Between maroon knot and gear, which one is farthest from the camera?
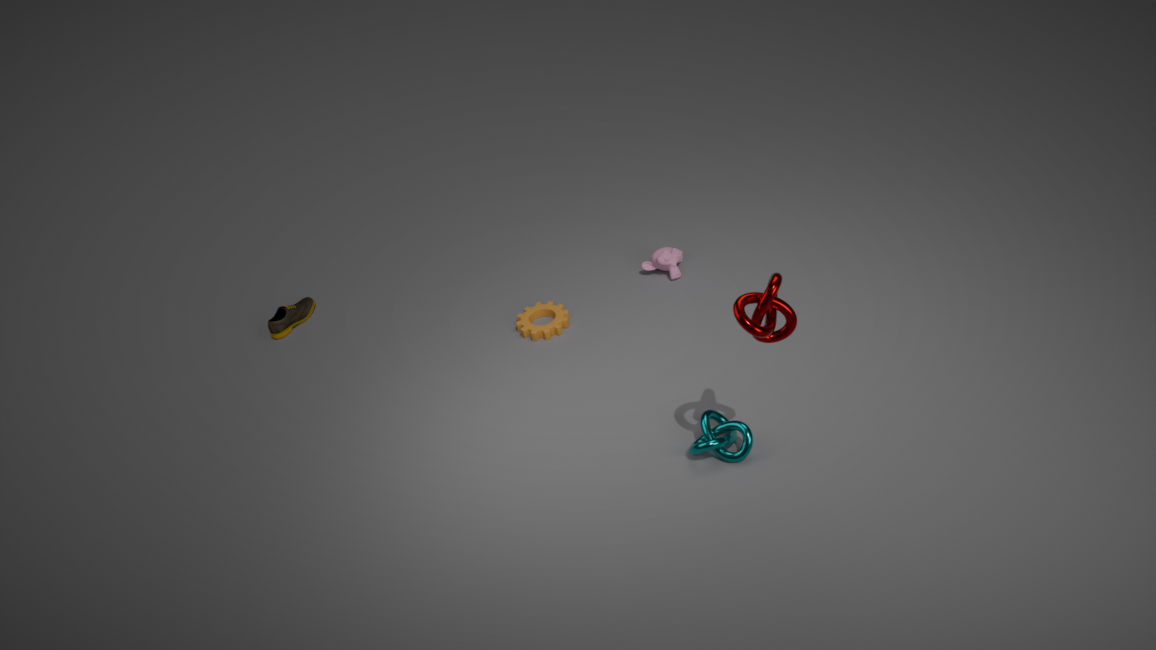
gear
